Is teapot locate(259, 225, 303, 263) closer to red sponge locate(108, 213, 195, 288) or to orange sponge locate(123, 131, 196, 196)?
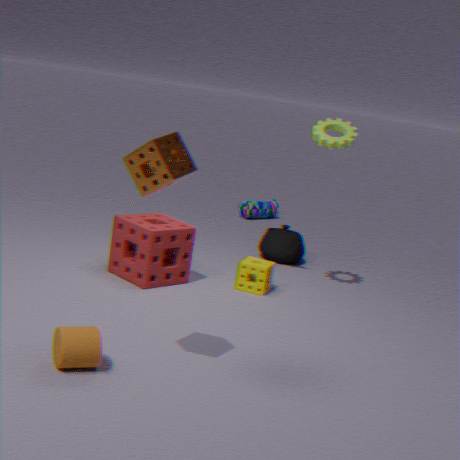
red sponge locate(108, 213, 195, 288)
